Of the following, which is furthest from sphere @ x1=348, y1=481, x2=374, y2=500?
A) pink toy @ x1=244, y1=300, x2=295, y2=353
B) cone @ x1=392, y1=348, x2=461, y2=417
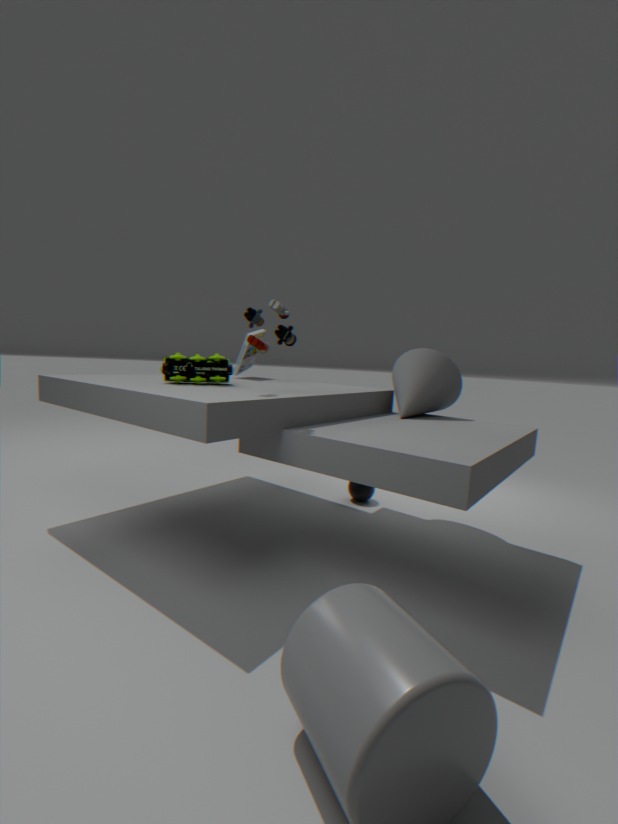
pink toy @ x1=244, y1=300, x2=295, y2=353
